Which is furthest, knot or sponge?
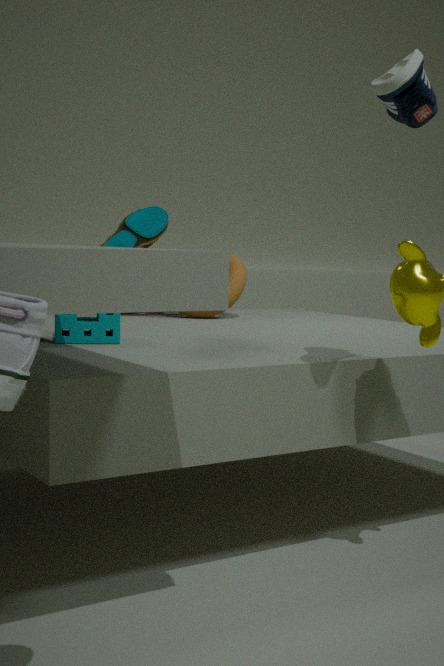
knot
